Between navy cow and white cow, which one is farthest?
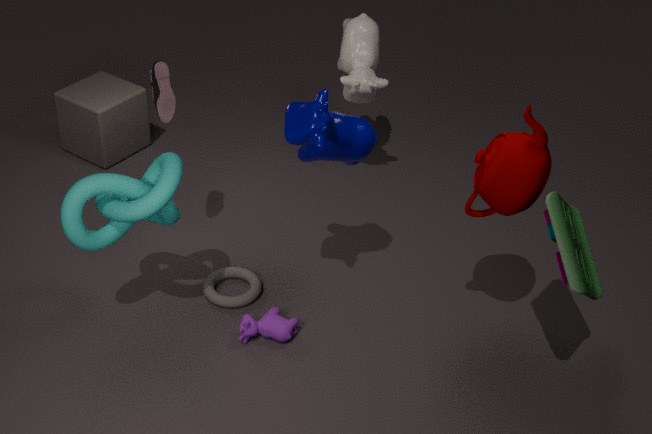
white cow
